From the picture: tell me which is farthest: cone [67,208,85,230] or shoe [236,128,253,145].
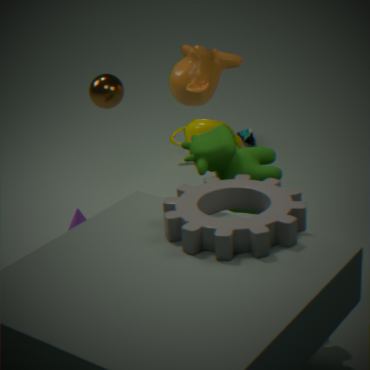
shoe [236,128,253,145]
